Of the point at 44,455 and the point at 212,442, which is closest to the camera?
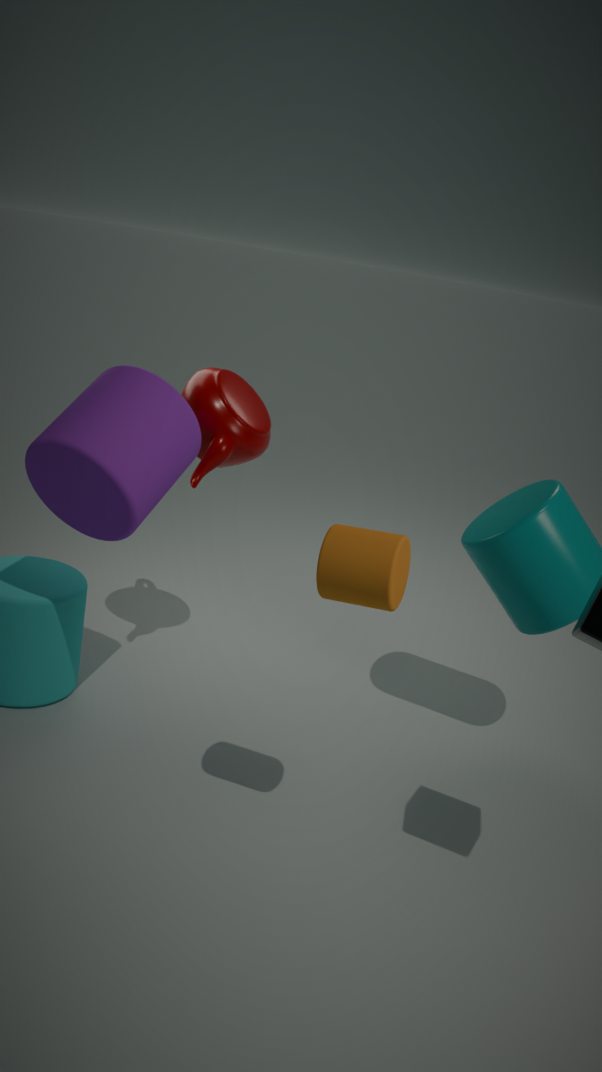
the point at 44,455
